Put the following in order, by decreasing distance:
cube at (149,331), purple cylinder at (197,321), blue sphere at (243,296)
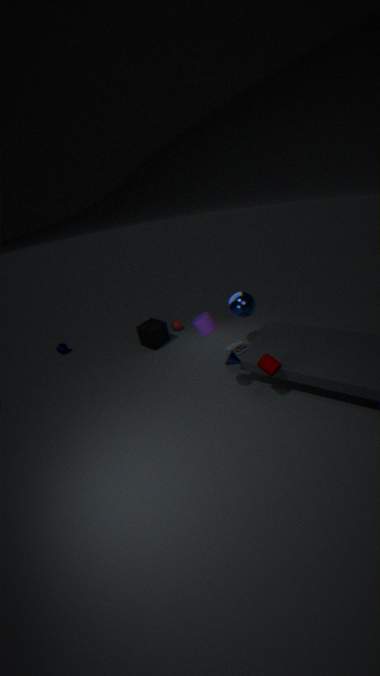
1. cube at (149,331)
2. blue sphere at (243,296)
3. purple cylinder at (197,321)
